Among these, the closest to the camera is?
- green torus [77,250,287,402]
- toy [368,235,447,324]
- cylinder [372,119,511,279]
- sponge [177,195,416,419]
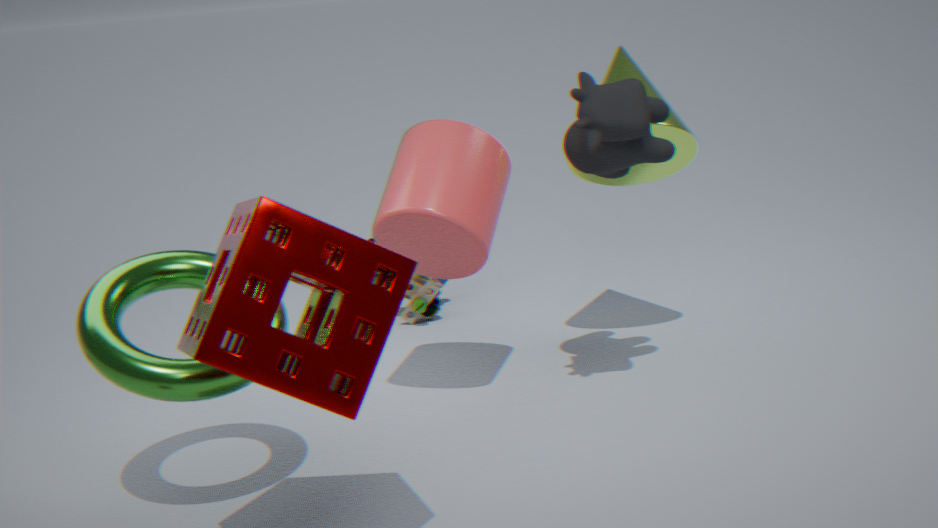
sponge [177,195,416,419]
